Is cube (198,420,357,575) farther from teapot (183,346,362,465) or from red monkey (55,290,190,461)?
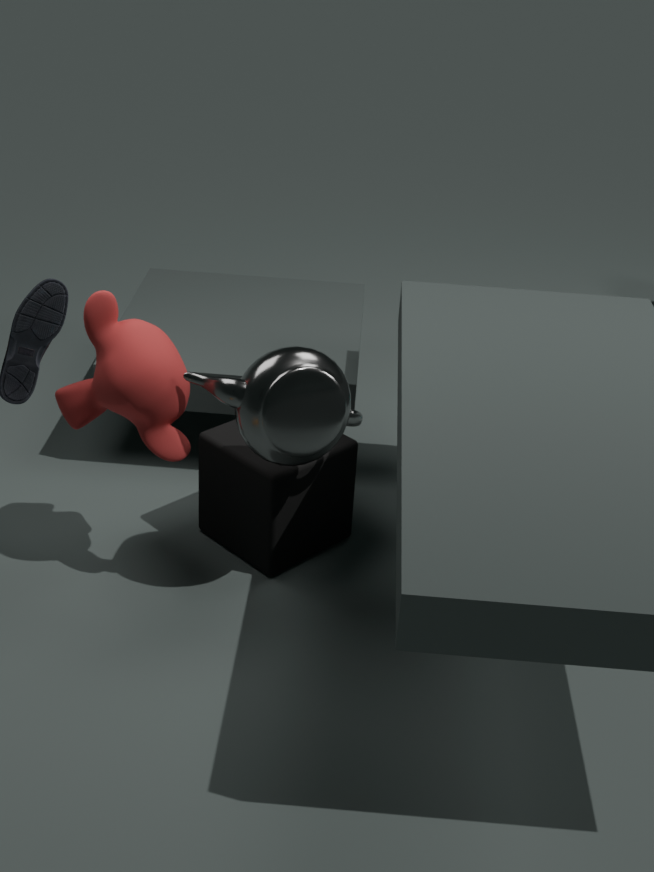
red monkey (55,290,190,461)
